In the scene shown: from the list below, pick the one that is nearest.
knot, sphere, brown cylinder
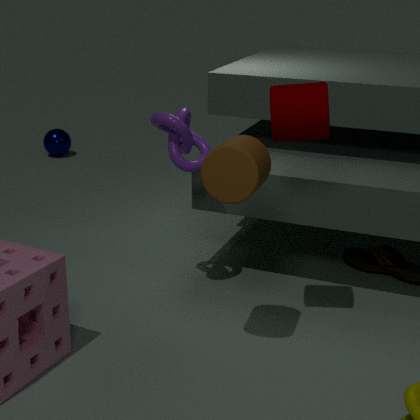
brown cylinder
